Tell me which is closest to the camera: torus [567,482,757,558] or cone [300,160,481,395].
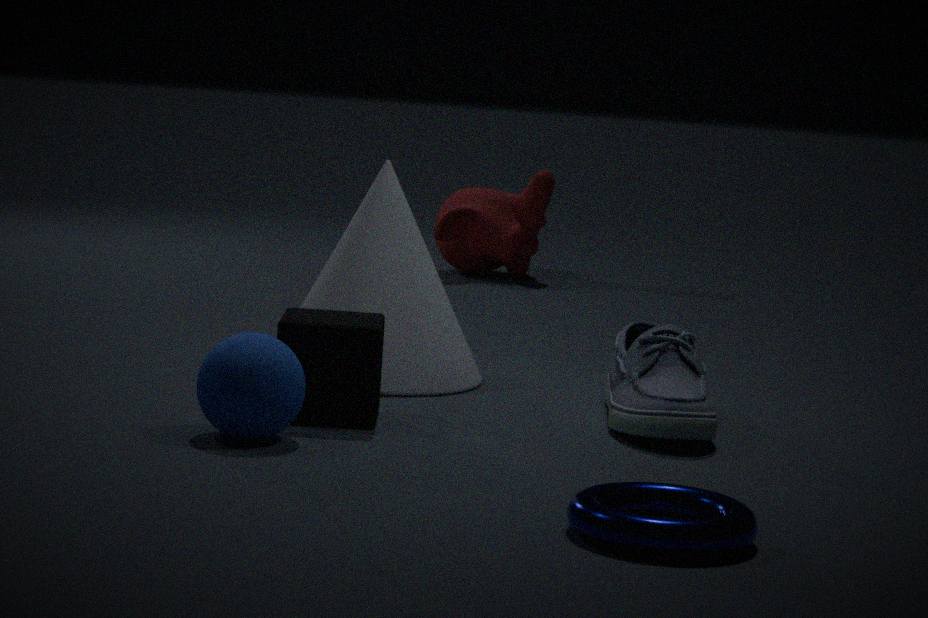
torus [567,482,757,558]
